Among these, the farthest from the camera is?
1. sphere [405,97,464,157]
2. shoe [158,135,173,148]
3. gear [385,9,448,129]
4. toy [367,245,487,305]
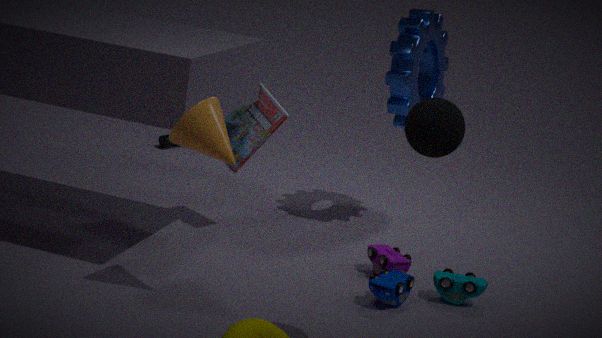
shoe [158,135,173,148]
